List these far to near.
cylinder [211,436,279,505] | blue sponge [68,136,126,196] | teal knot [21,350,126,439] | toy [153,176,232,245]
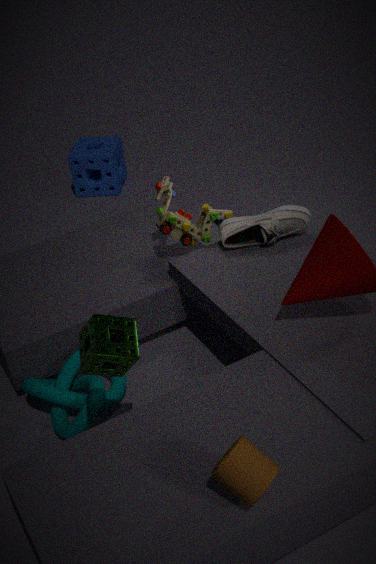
blue sponge [68,136,126,196]
toy [153,176,232,245]
teal knot [21,350,126,439]
cylinder [211,436,279,505]
